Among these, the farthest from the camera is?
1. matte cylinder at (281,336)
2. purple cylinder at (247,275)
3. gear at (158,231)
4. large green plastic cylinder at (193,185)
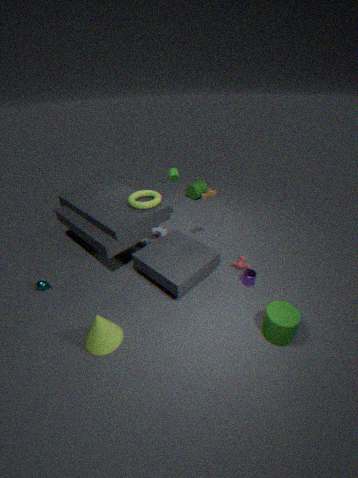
large green plastic cylinder at (193,185)
